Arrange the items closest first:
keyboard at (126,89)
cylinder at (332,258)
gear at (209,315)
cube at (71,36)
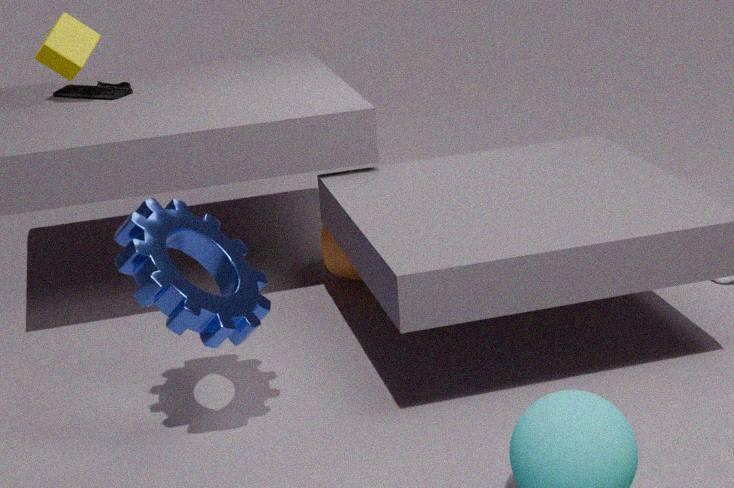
gear at (209,315) → cube at (71,36) → cylinder at (332,258) → keyboard at (126,89)
